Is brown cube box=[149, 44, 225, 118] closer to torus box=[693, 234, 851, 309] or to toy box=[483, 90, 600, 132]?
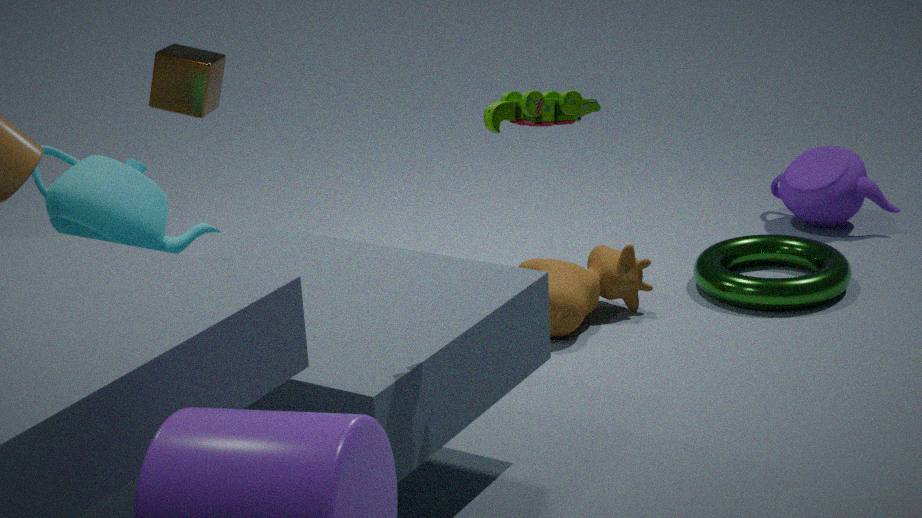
toy box=[483, 90, 600, 132]
